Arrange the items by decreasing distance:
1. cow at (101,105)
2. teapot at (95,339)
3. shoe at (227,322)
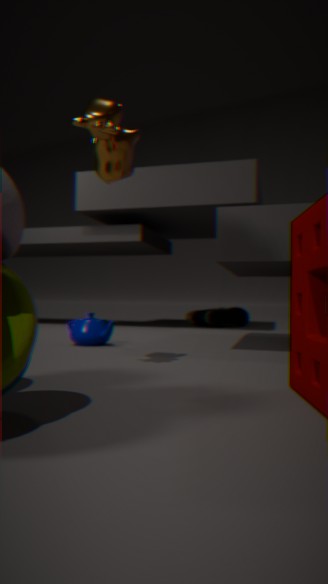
shoe at (227,322) < teapot at (95,339) < cow at (101,105)
